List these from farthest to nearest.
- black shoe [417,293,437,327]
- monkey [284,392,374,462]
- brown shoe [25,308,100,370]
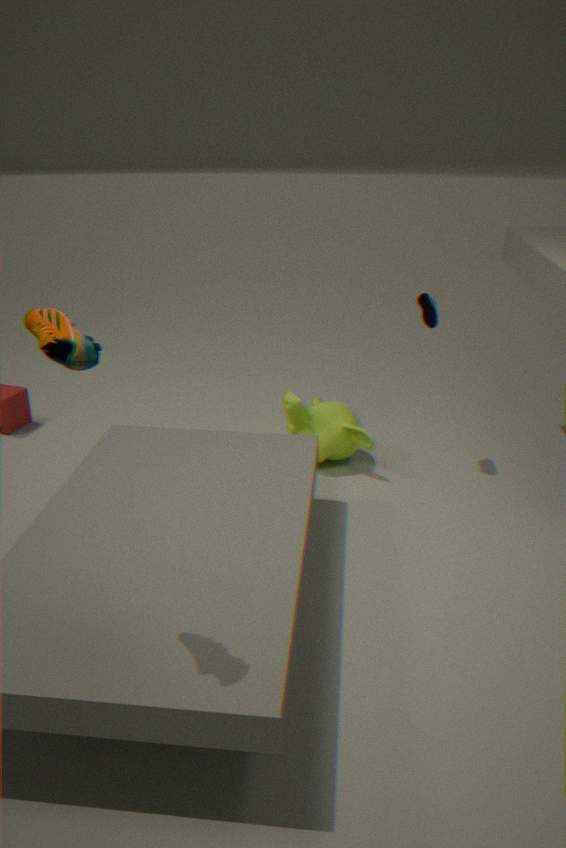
monkey [284,392,374,462]
black shoe [417,293,437,327]
brown shoe [25,308,100,370]
